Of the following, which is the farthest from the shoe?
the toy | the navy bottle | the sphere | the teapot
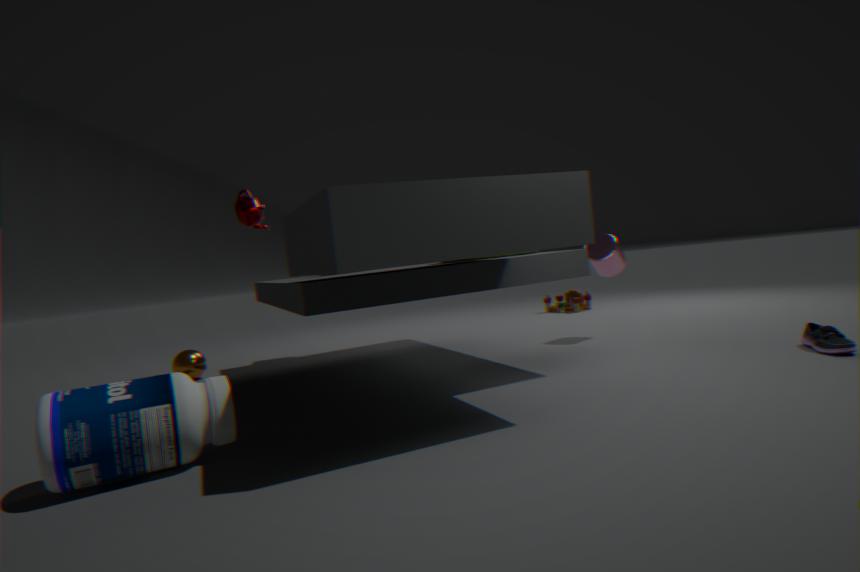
the sphere
